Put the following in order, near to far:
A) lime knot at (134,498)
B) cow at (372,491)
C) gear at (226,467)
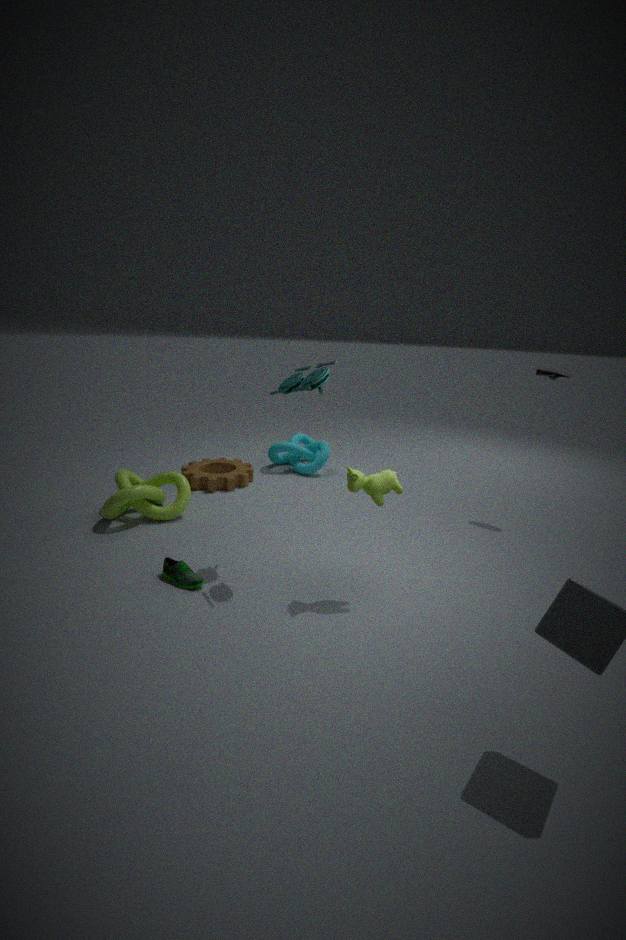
cow at (372,491) → lime knot at (134,498) → gear at (226,467)
